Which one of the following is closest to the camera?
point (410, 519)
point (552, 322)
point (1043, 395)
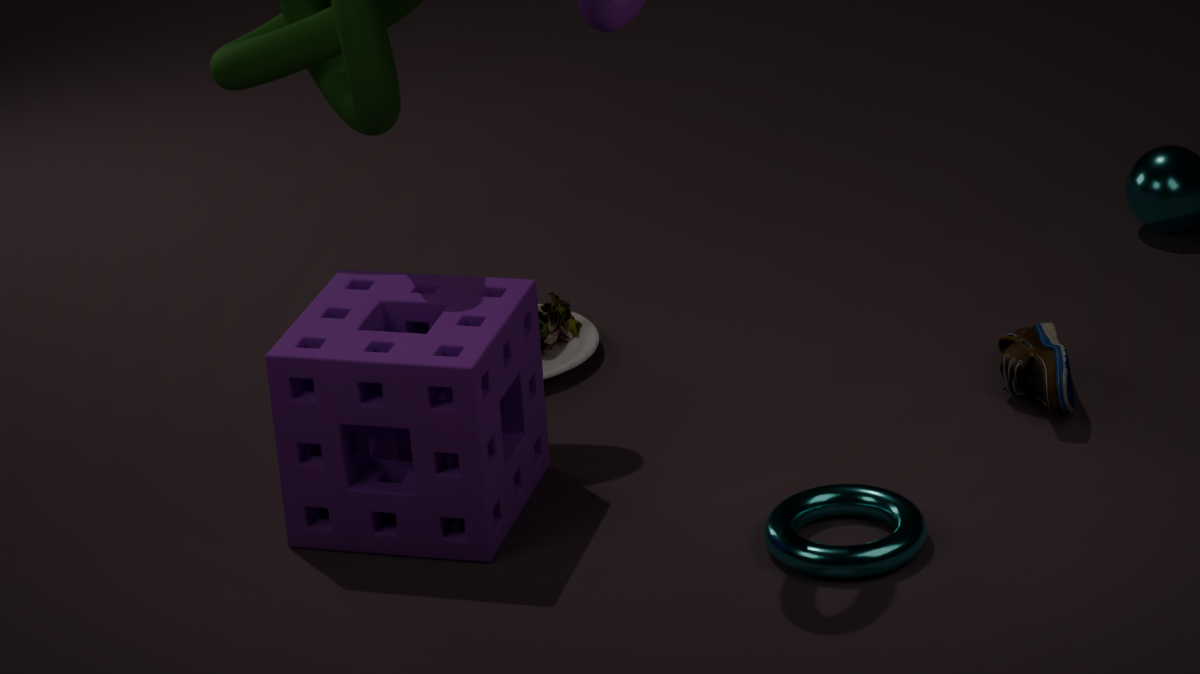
point (410, 519)
